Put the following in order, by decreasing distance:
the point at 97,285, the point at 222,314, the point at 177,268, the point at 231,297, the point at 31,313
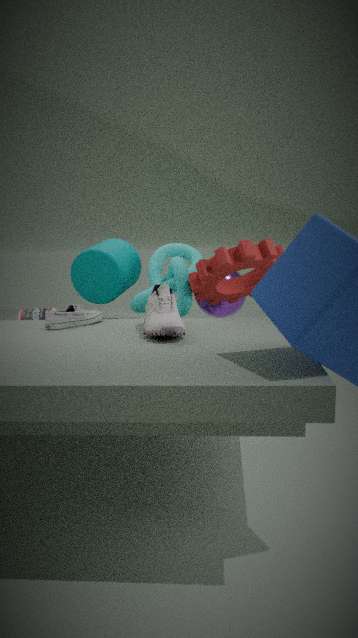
the point at 222,314 < the point at 97,285 < the point at 31,313 < the point at 231,297 < the point at 177,268
